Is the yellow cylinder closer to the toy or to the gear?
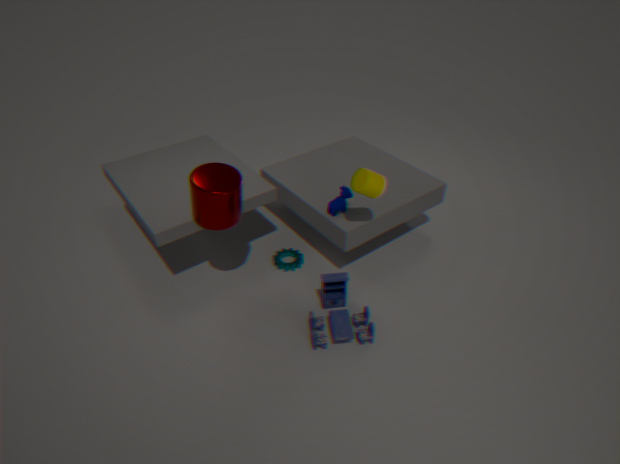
the toy
